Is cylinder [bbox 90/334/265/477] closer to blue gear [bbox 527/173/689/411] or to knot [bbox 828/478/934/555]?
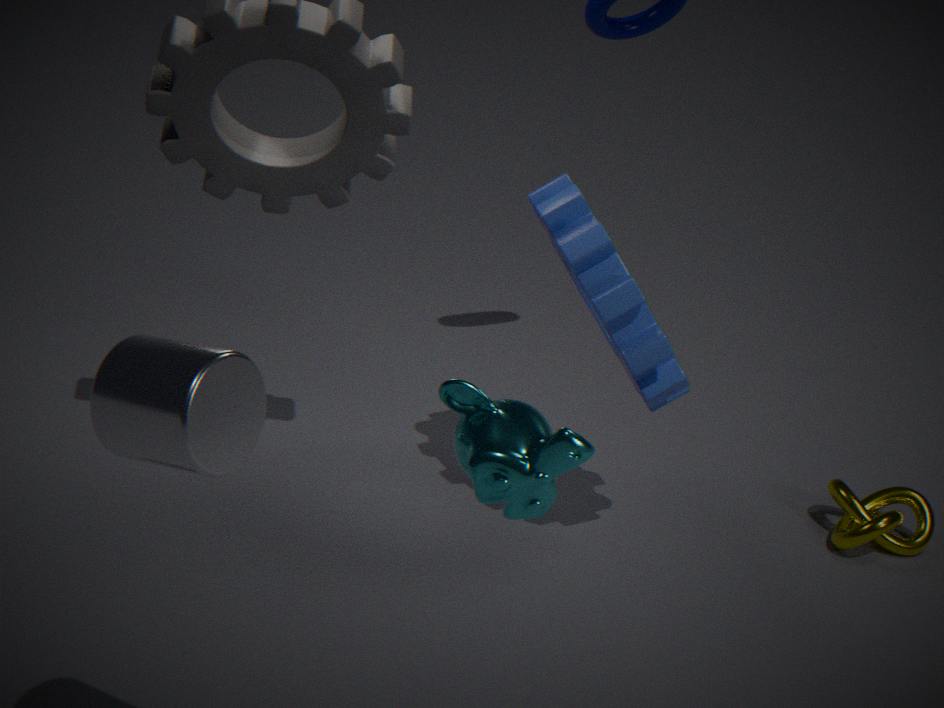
blue gear [bbox 527/173/689/411]
